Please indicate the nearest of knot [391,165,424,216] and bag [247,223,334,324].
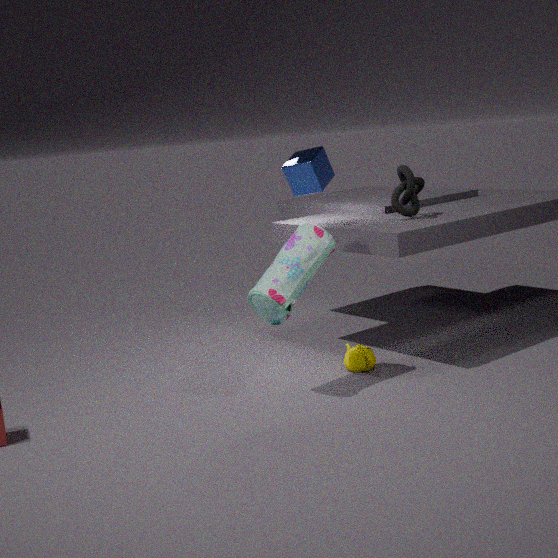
bag [247,223,334,324]
